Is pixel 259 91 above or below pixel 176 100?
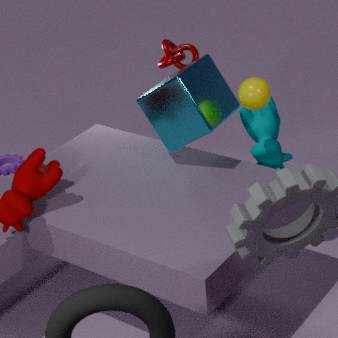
above
